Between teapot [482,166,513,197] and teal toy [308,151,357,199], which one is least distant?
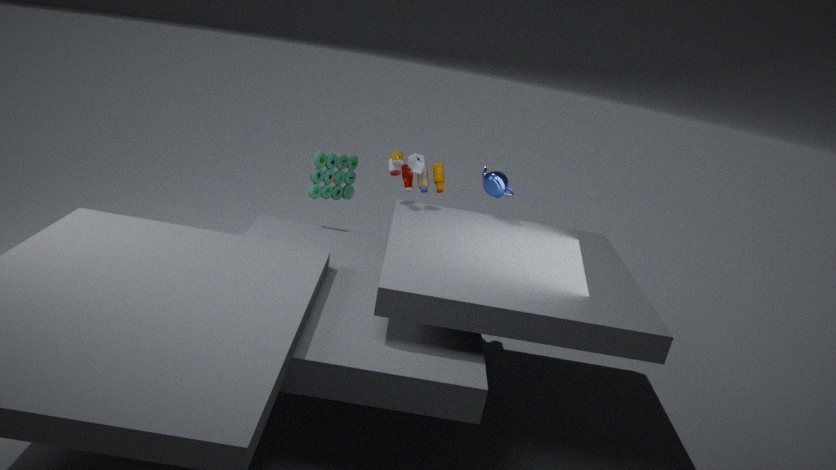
teapot [482,166,513,197]
